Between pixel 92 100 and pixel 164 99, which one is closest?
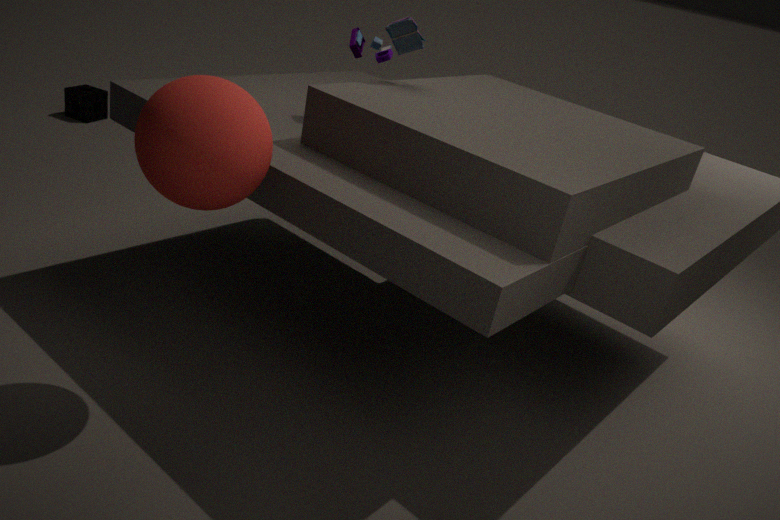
pixel 164 99
